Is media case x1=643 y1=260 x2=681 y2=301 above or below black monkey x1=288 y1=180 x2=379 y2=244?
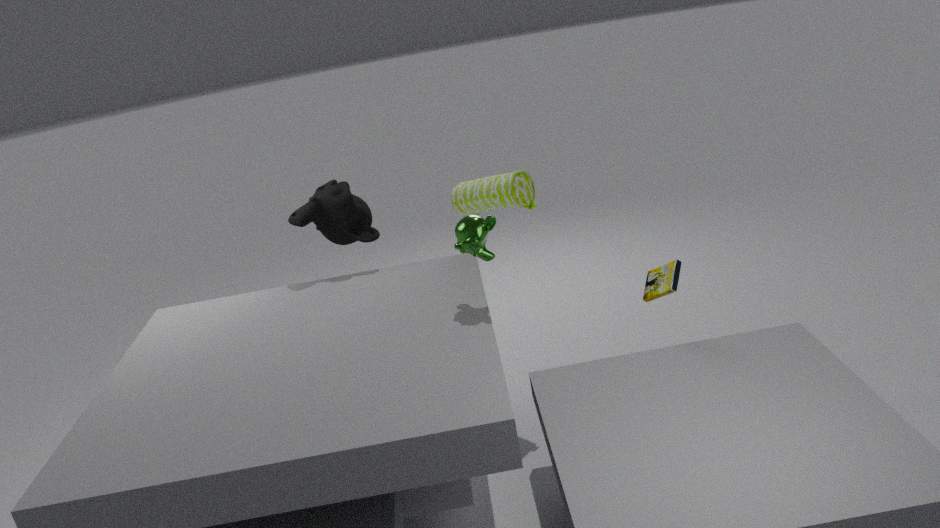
below
